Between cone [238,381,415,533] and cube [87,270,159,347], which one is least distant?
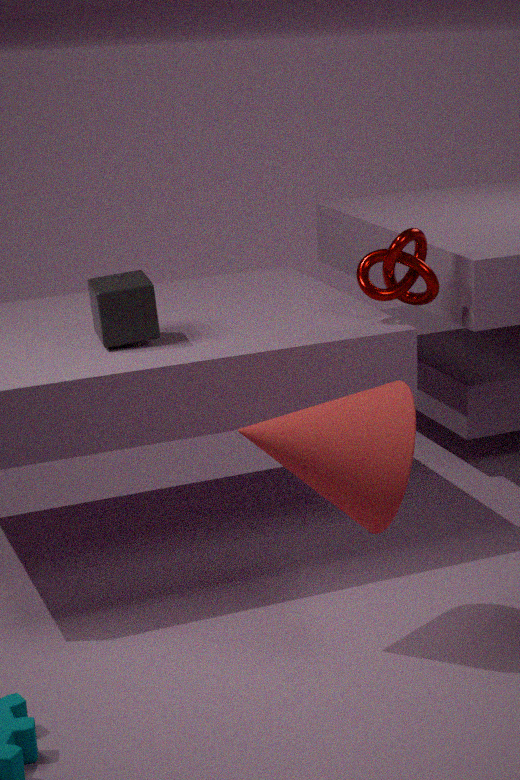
cone [238,381,415,533]
